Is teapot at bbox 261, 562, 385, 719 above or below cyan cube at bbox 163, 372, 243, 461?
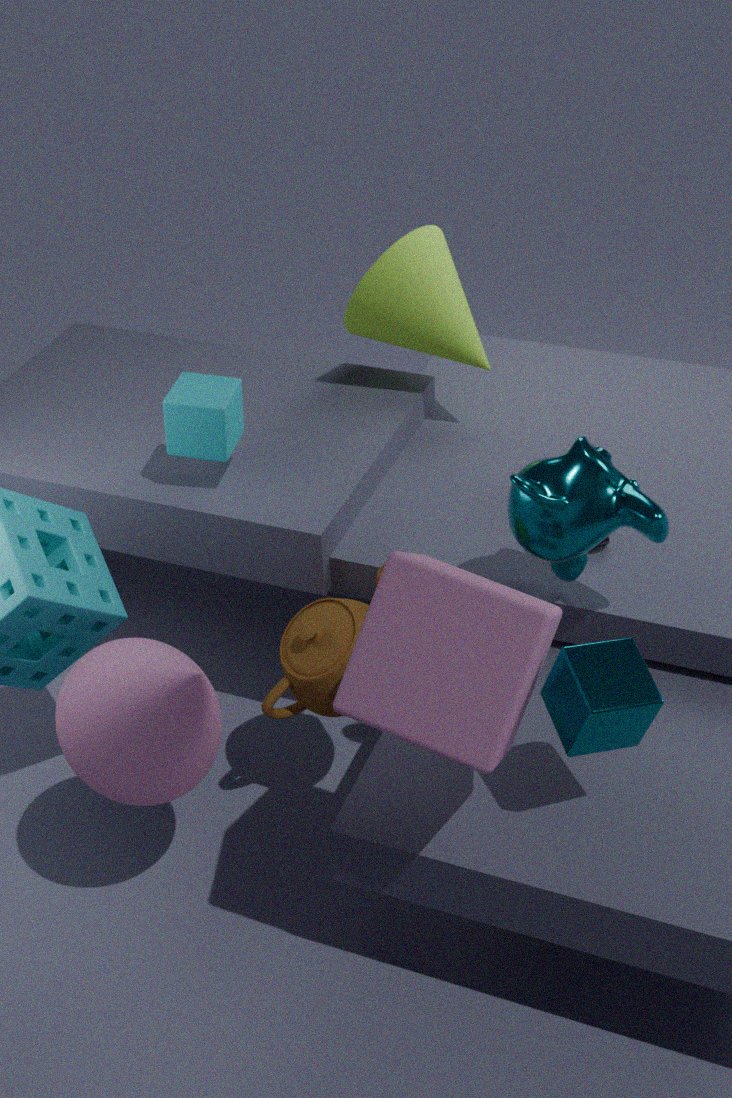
below
